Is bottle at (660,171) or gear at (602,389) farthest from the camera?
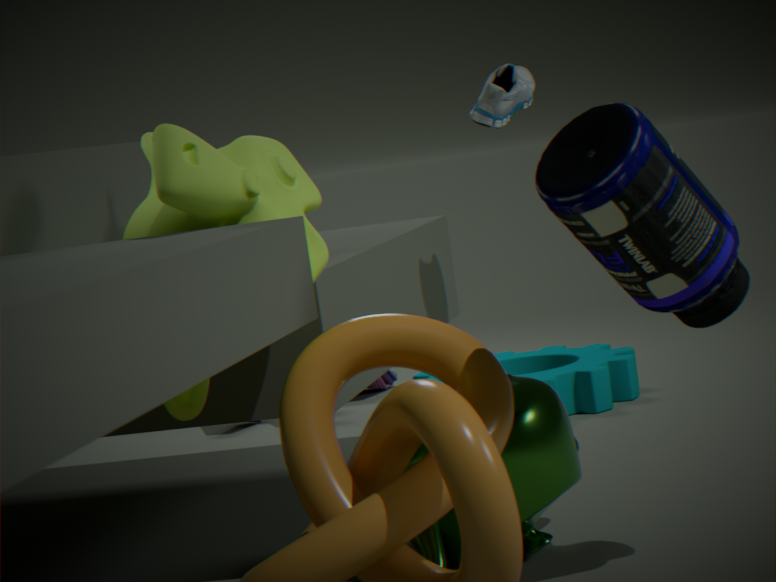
gear at (602,389)
